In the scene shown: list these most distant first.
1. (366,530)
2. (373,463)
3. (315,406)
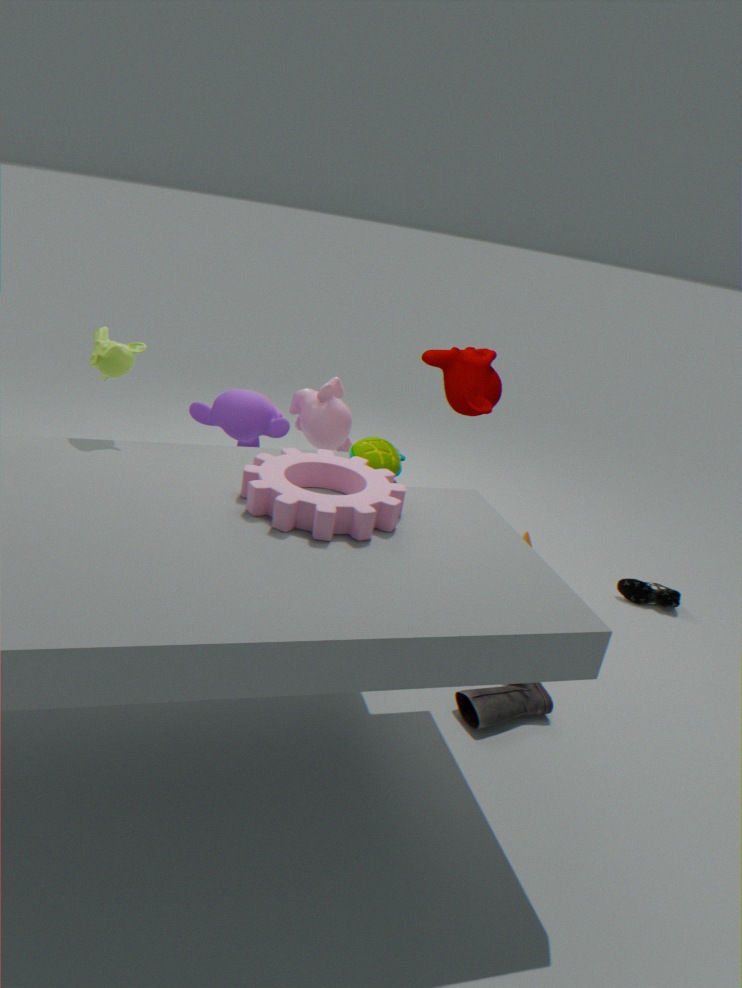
1. (315,406)
2. (373,463)
3. (366,530)
